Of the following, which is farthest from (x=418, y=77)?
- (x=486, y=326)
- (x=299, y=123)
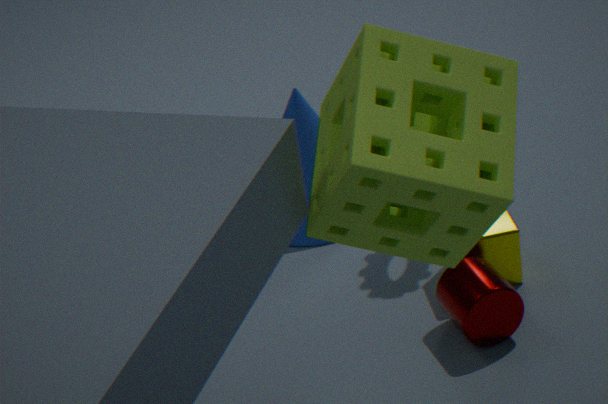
(x=299, y=123)
